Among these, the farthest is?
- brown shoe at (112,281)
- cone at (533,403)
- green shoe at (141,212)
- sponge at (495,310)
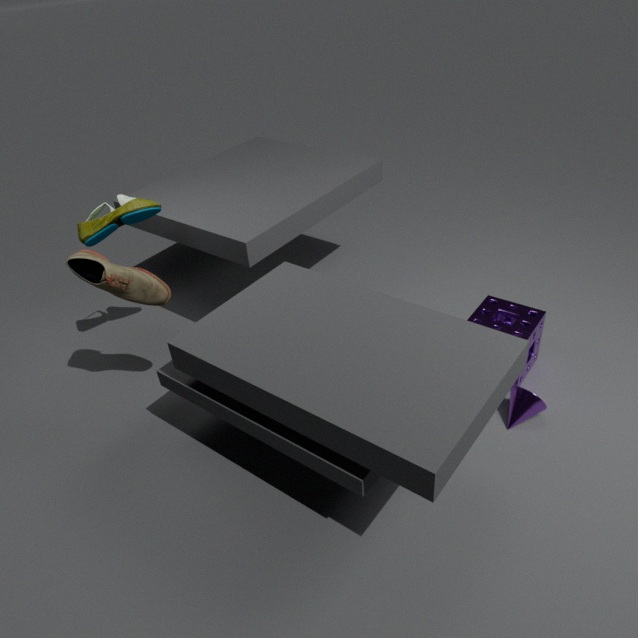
green shoe at (141,212)
